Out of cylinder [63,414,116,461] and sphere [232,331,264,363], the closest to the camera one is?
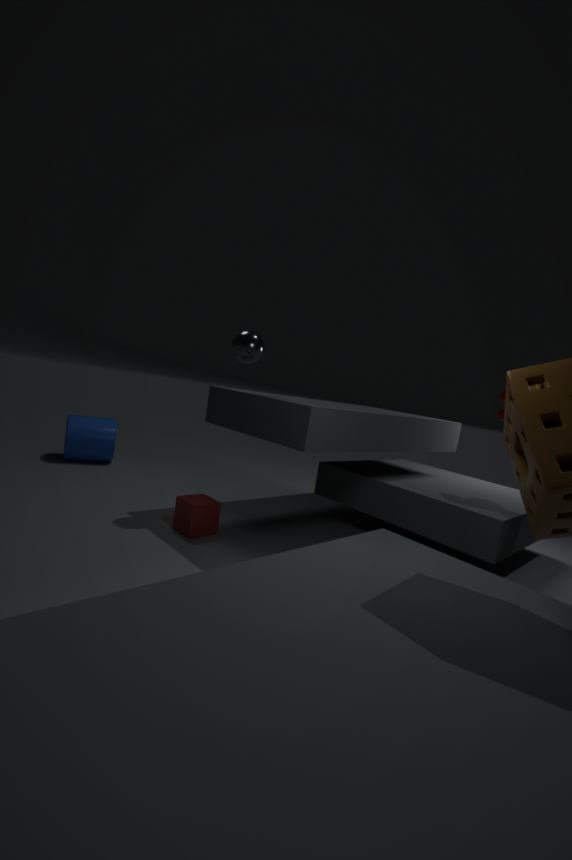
sphere [232,331,264,363]
